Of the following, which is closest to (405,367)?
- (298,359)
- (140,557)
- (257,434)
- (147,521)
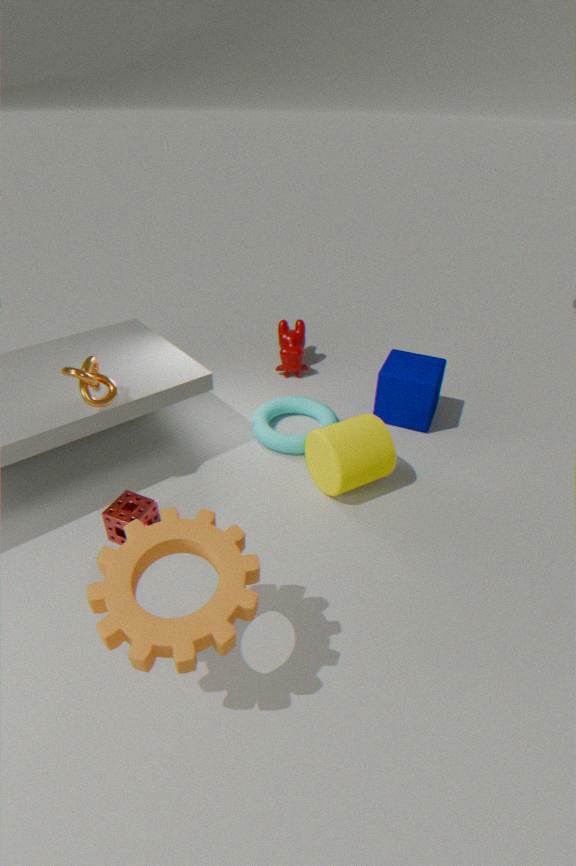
(257,434)
